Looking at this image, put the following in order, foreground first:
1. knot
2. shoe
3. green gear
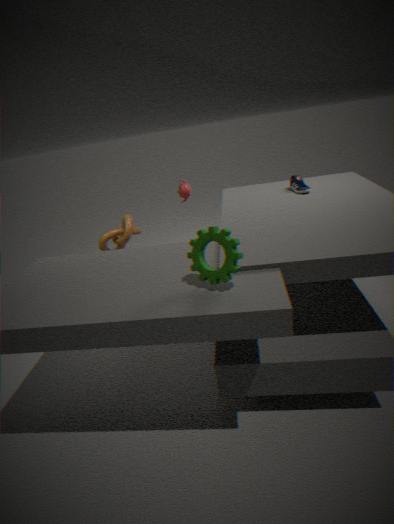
green gear
shoe
knot
